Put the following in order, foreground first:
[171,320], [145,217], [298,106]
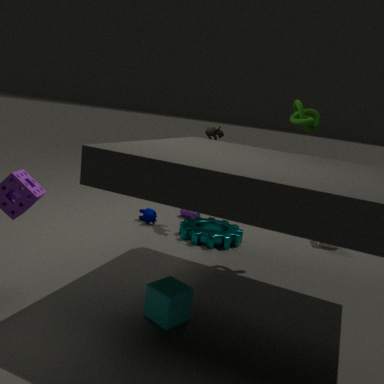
[171,320], [298,106], [145,217]
